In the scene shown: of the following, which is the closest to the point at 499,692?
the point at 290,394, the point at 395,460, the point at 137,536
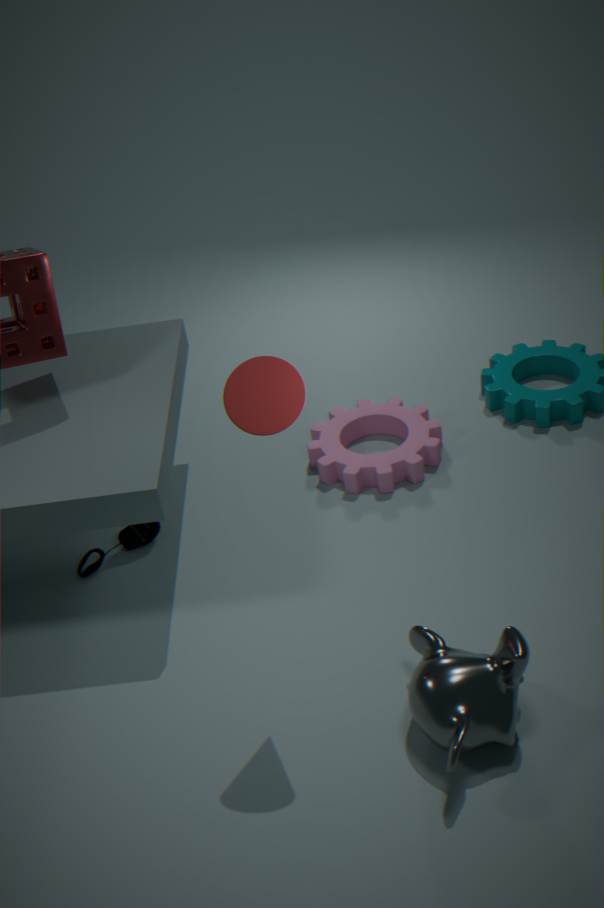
the point at 290,394
